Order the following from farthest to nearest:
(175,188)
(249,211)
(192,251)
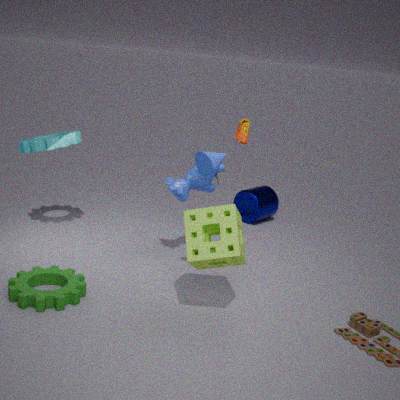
(249,211) → (175,188) → (192,251)
